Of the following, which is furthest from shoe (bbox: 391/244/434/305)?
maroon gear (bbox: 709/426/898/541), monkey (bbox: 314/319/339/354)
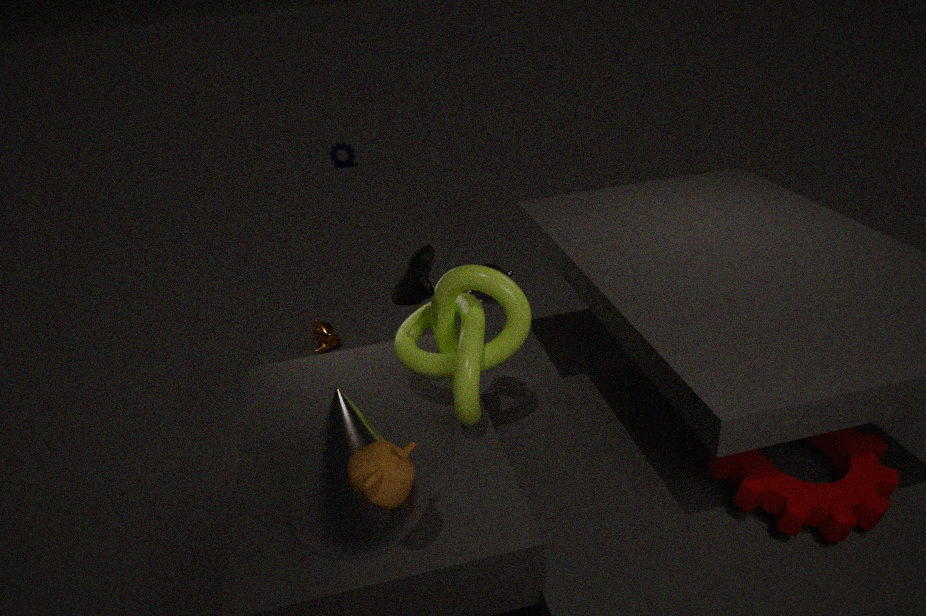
monkey (bbox: 314/319/339/354)
